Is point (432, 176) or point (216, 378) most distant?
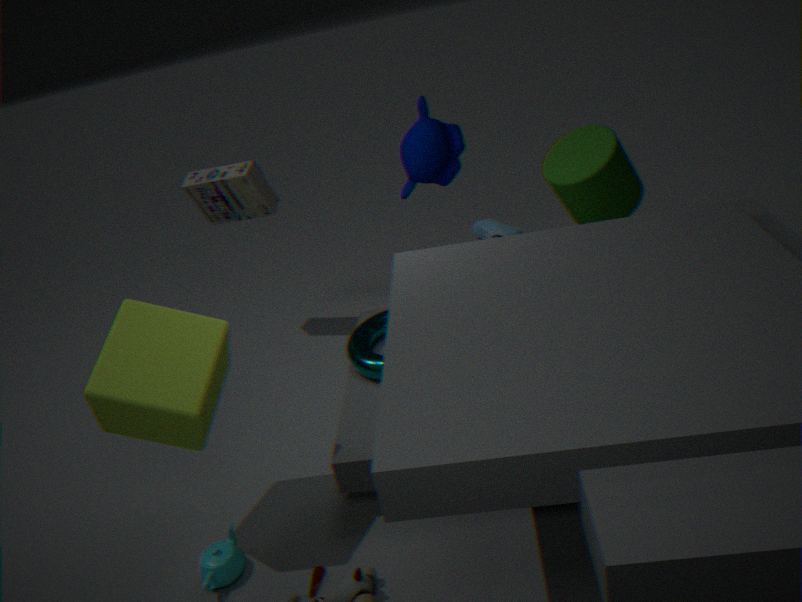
point (432, 176)
